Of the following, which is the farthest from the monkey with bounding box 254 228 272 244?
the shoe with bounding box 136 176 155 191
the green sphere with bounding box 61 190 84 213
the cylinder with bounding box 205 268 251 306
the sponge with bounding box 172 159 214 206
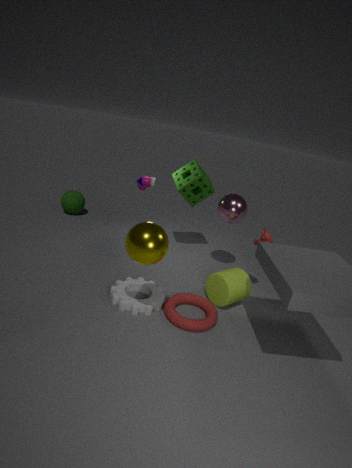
the green sphere with bounding box 61 190 84 213
